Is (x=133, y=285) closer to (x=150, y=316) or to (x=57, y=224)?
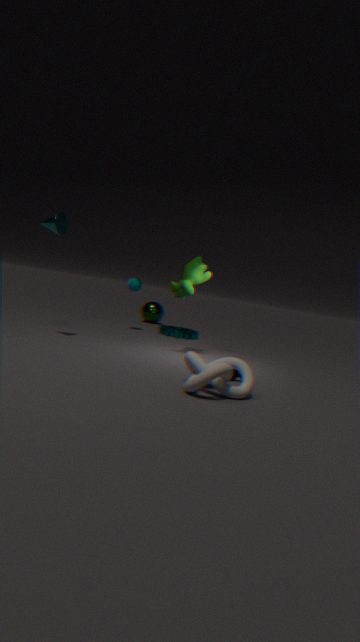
(x=150, y=316)
